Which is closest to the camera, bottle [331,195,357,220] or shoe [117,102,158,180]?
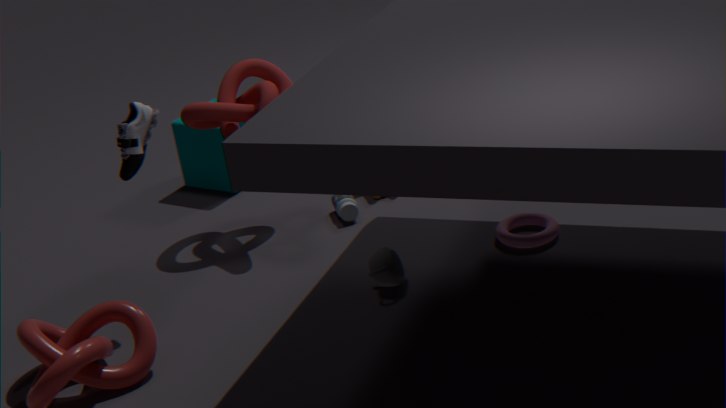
shoe [117,102,158,180]
